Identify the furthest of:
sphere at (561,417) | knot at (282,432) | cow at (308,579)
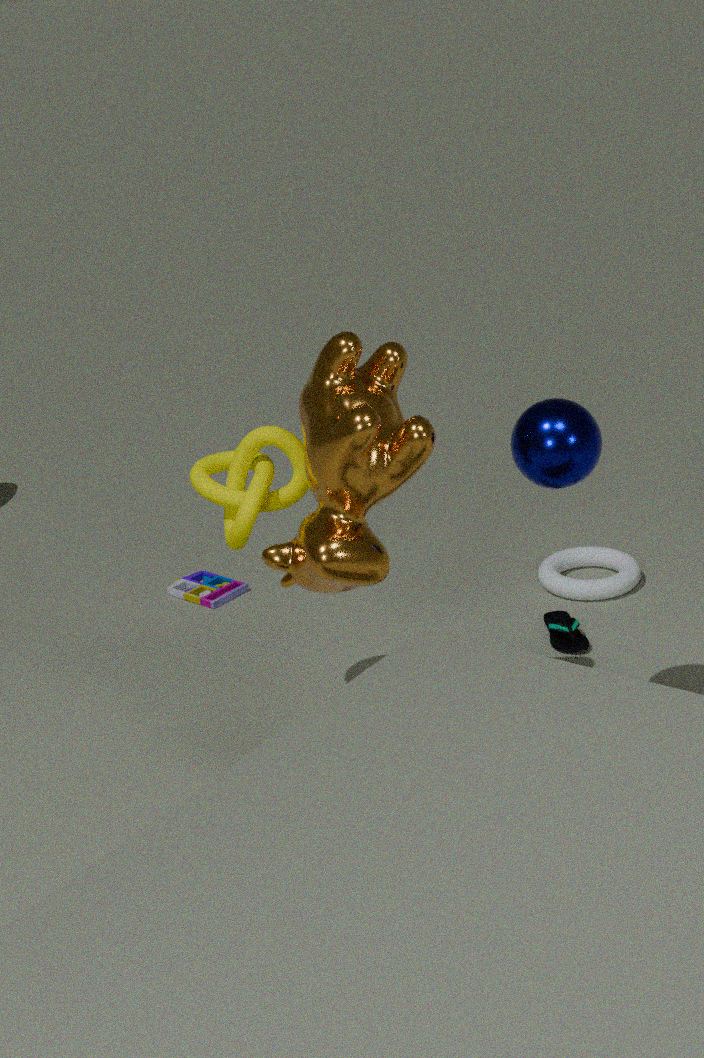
knot at (282,432)
